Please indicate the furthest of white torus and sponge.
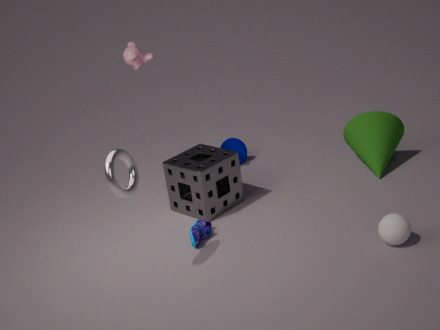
sponge
